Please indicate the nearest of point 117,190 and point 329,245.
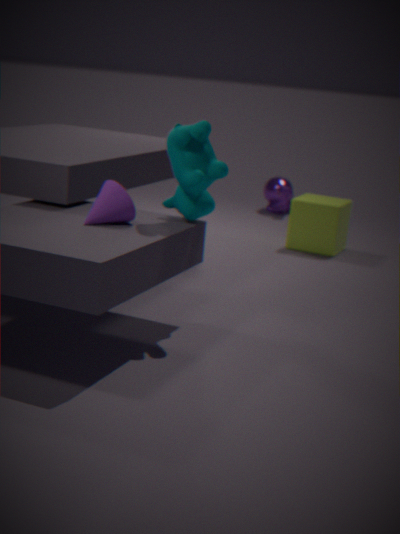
point 117,190
